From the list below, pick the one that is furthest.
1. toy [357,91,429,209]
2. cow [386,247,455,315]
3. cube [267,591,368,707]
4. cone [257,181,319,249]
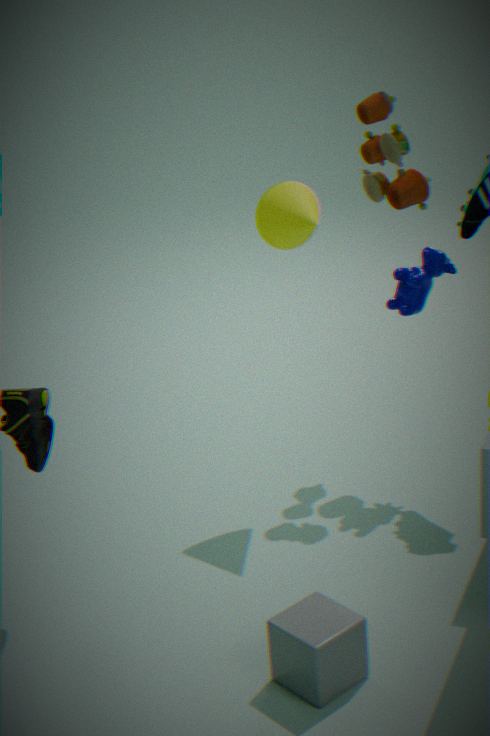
toy [357,91,429,209]
